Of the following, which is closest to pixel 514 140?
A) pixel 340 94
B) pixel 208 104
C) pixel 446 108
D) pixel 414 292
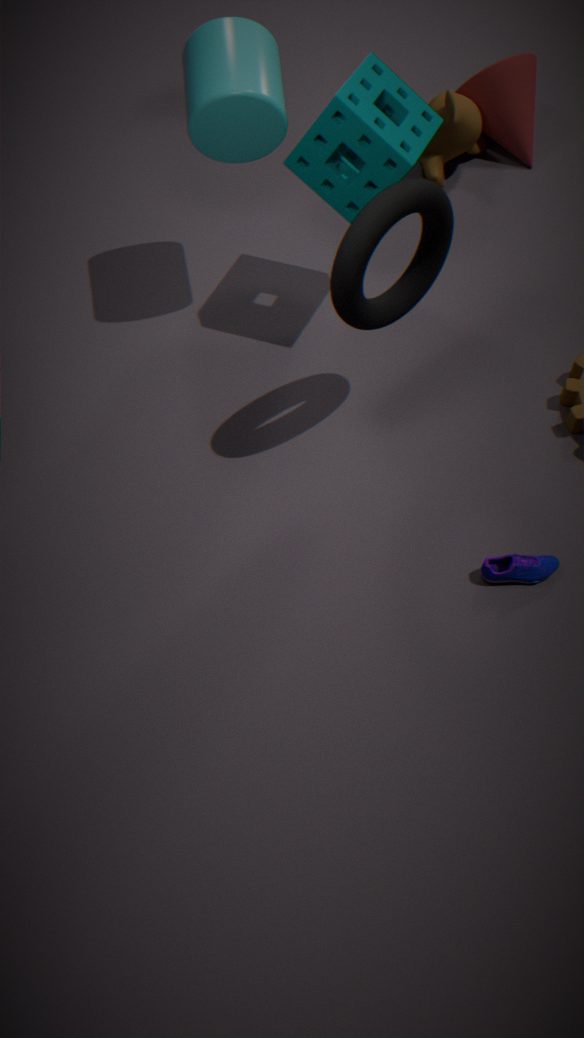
pixel 446 108
